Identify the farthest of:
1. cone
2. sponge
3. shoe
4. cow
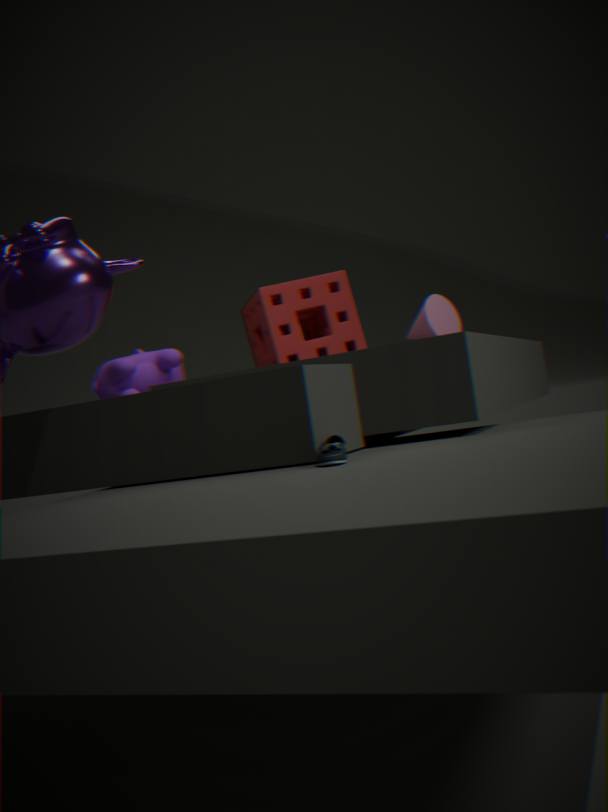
cone
